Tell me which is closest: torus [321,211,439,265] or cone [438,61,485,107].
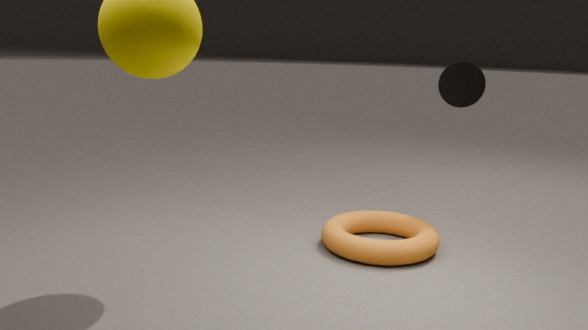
torus [321,211,439,265]
